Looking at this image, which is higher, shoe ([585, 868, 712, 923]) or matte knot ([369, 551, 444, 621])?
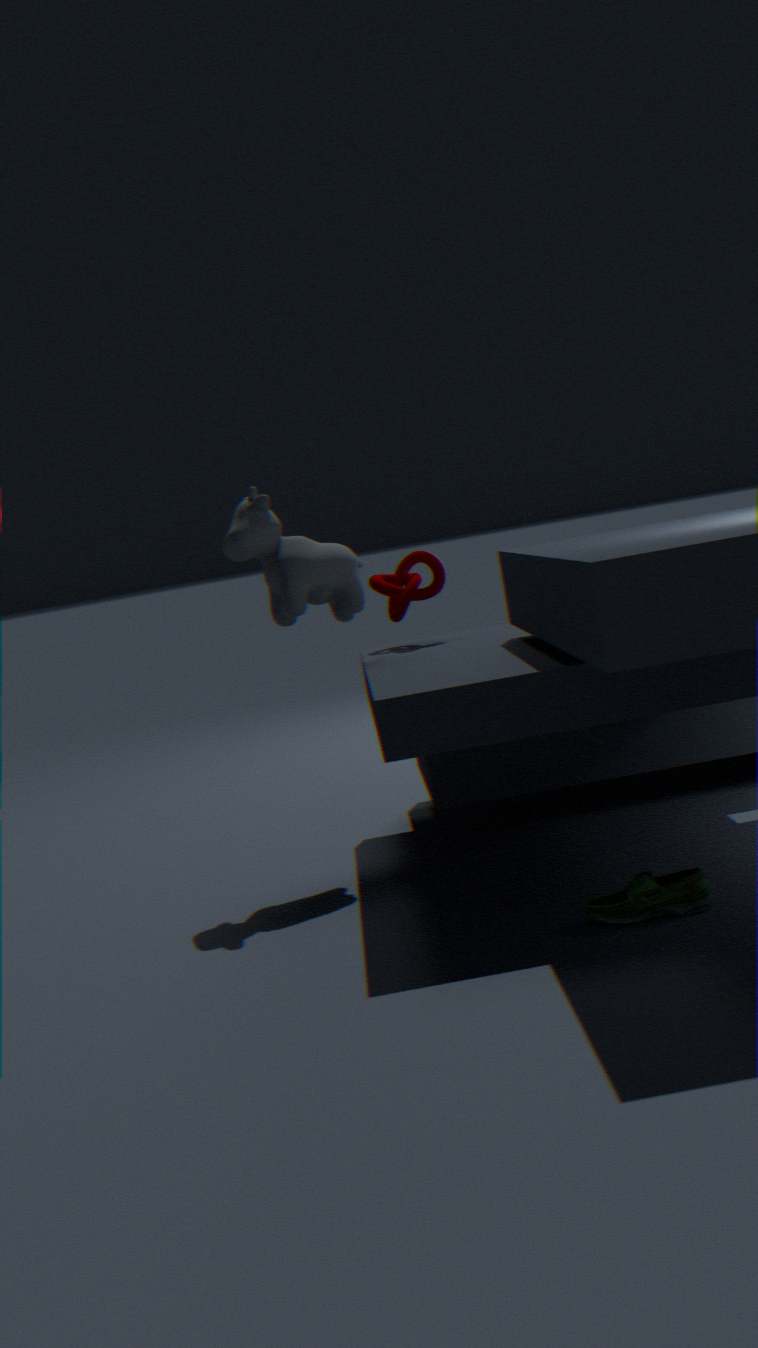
matte knot ([369, 551, 444, 621])
